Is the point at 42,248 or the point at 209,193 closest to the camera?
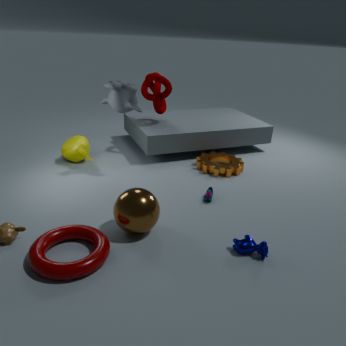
the point at 42,248
